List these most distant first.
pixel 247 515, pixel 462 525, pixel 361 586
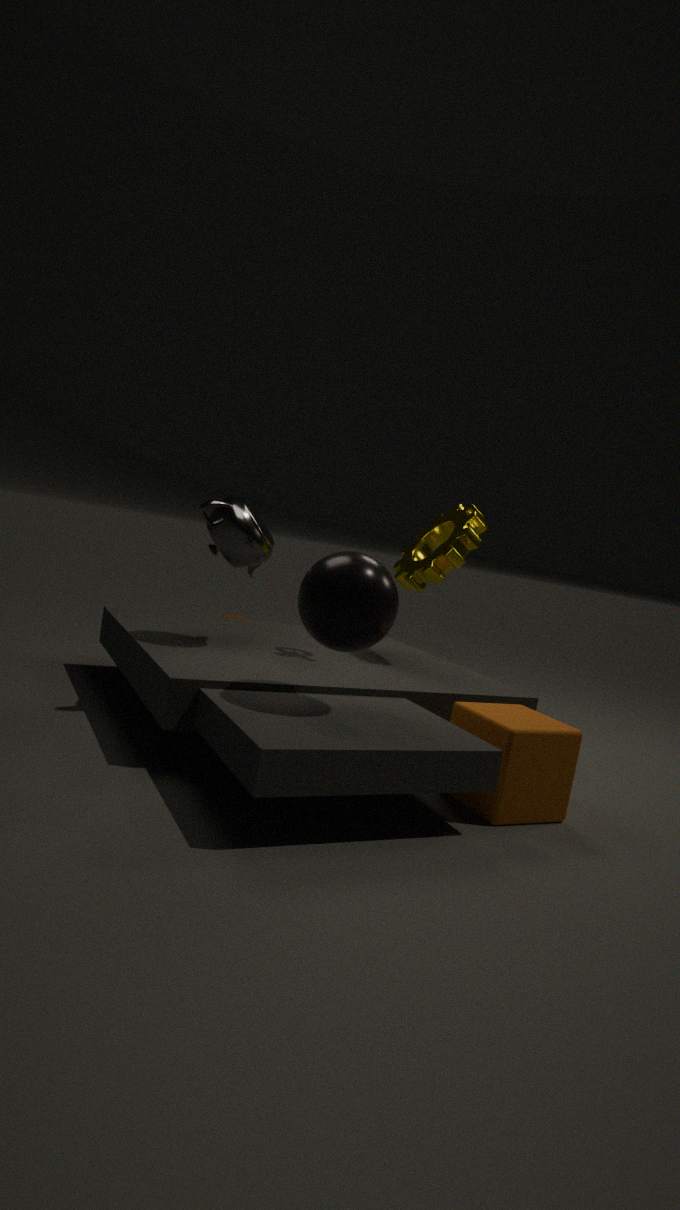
pixel 462 525 → pixel 247 515 → pixel 361 586
